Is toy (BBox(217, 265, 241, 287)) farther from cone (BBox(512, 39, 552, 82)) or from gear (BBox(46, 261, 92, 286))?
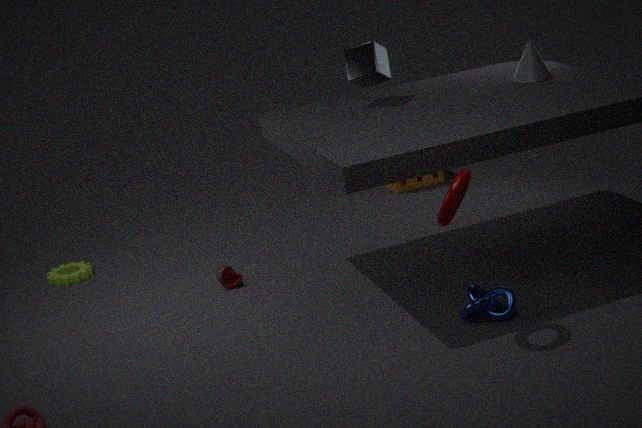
cone (BBox(512, 39, 552, 82))
